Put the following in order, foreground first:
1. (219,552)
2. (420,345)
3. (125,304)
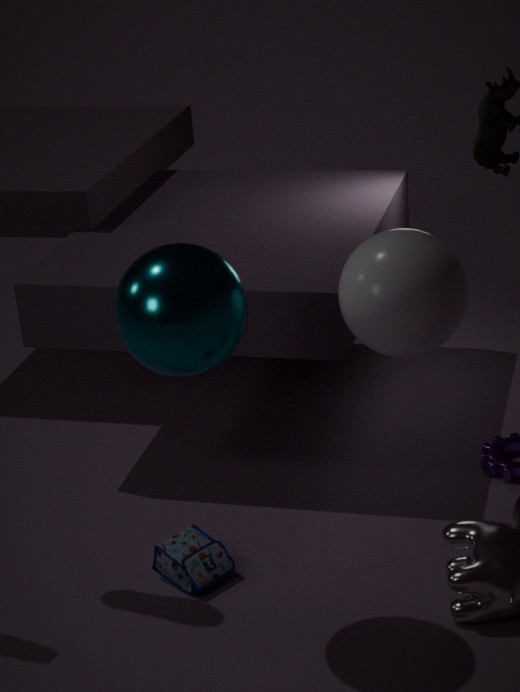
1. (125,304)
2. (420,345)
3. (219,552)
